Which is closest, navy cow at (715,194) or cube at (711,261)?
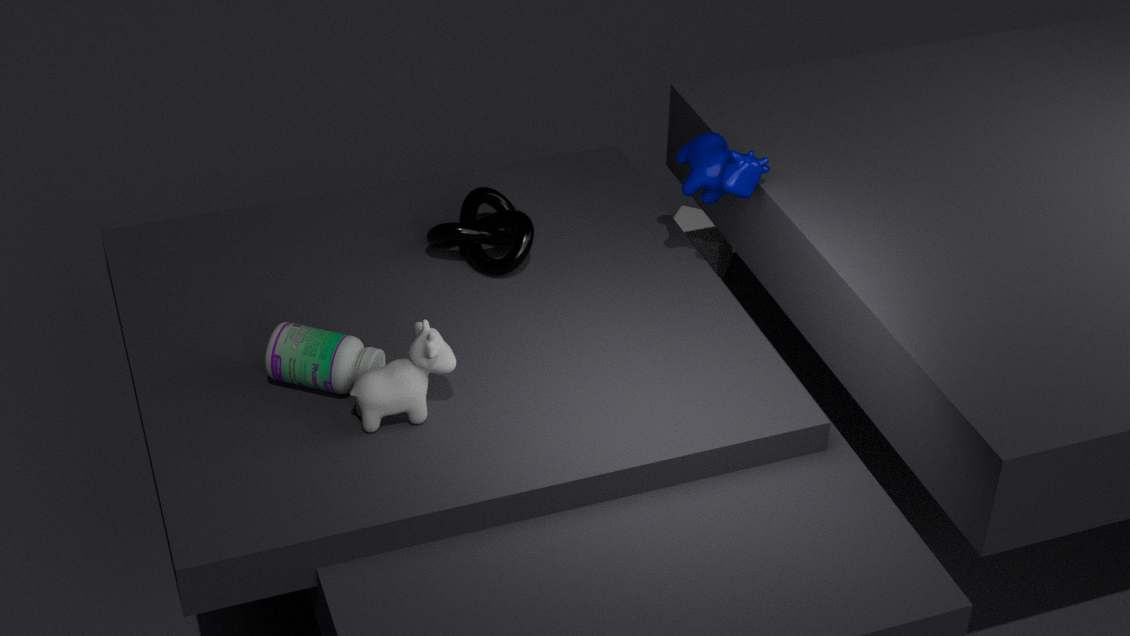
A: navy cow at (715,194)
